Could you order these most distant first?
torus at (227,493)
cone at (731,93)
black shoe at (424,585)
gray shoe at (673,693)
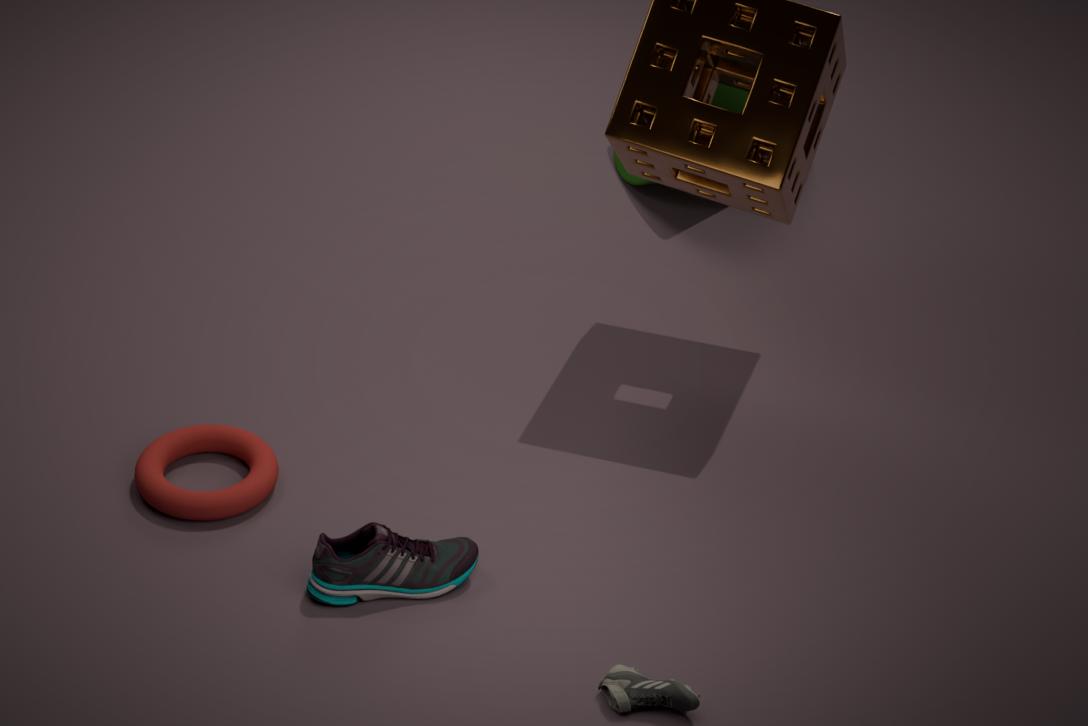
cone at (731,93) → torus at (227,493) → black shoe at (424,585) → gray shoe at (673,693)
